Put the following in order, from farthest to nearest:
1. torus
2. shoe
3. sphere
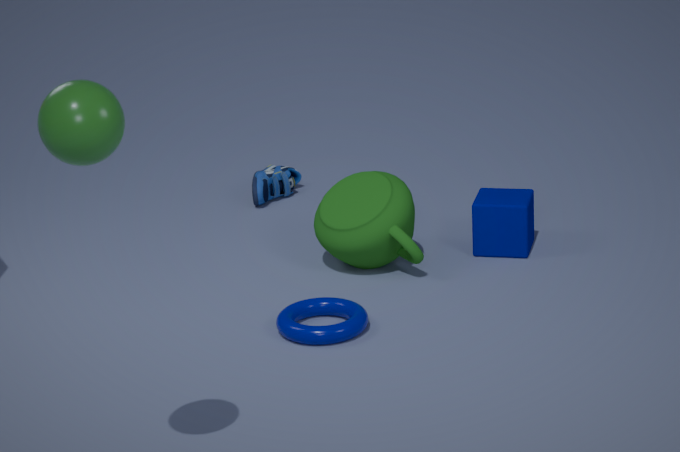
shoe
torus
sphere
